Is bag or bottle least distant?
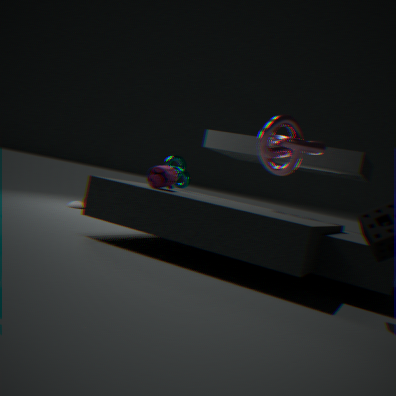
bag
